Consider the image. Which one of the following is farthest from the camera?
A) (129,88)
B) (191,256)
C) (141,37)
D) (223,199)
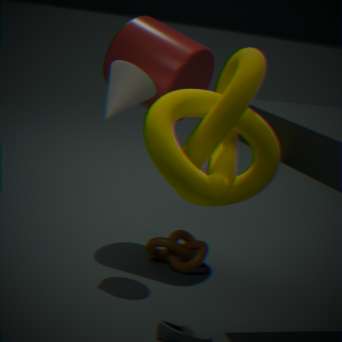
(141,37)
